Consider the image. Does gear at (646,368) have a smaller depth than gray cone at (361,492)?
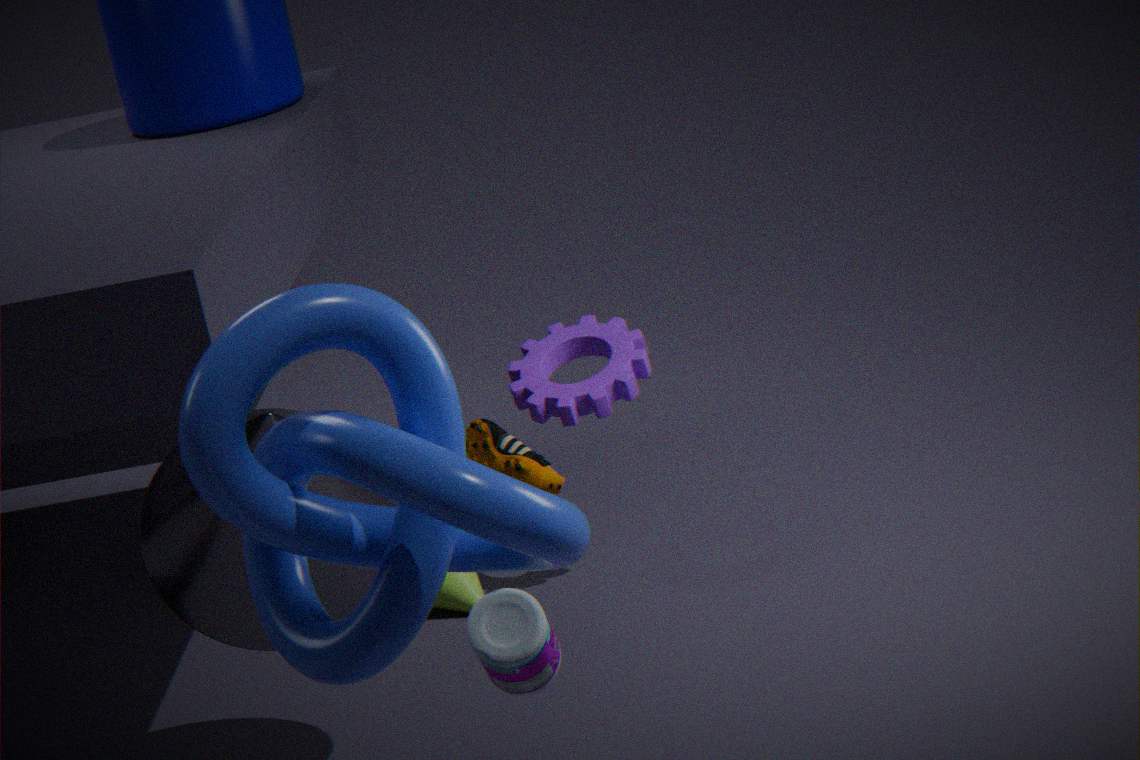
No
